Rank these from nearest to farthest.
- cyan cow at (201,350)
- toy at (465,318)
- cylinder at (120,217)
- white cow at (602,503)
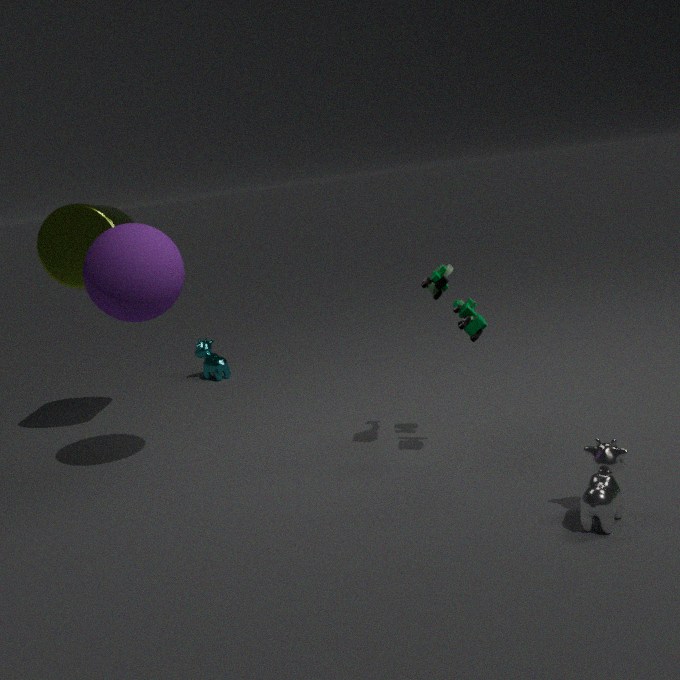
white cow at (602,503)
toy at (465,318)
cylinder at (120,217)
cyan cow at (201,350)
